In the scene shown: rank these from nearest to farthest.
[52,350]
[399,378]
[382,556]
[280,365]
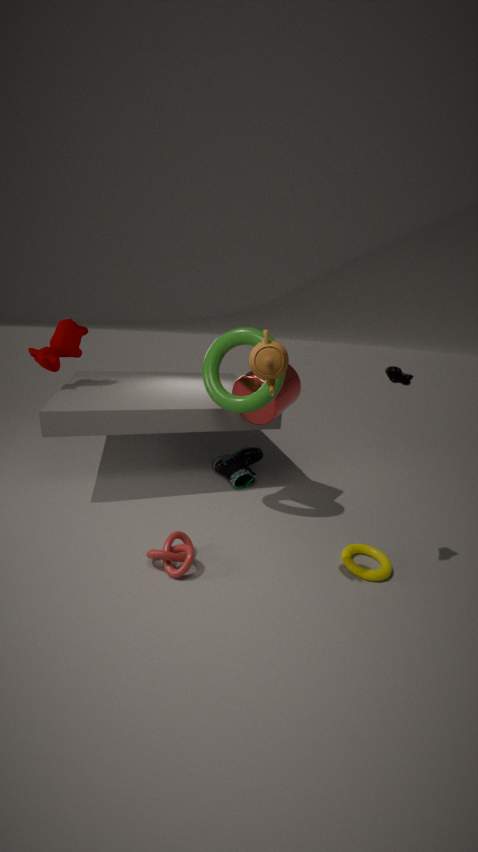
[280,365], [399,378], [382,556], [52,350]
